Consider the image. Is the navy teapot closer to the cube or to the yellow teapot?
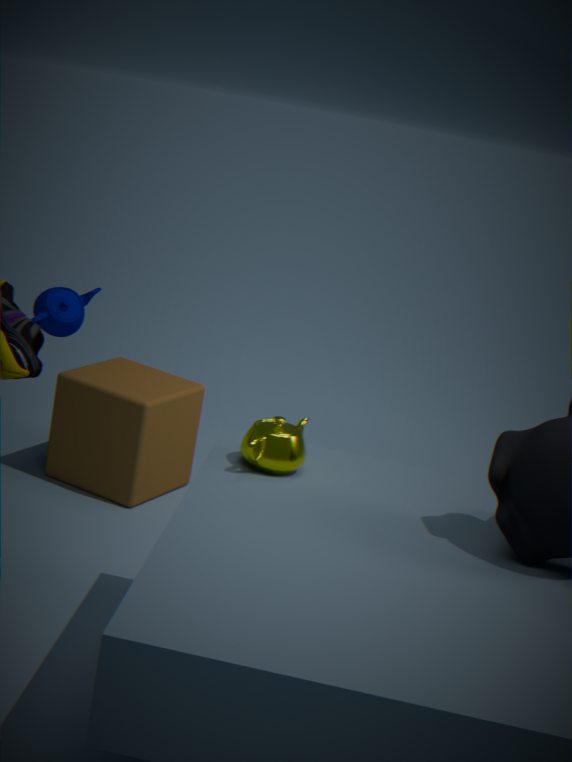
the cube
